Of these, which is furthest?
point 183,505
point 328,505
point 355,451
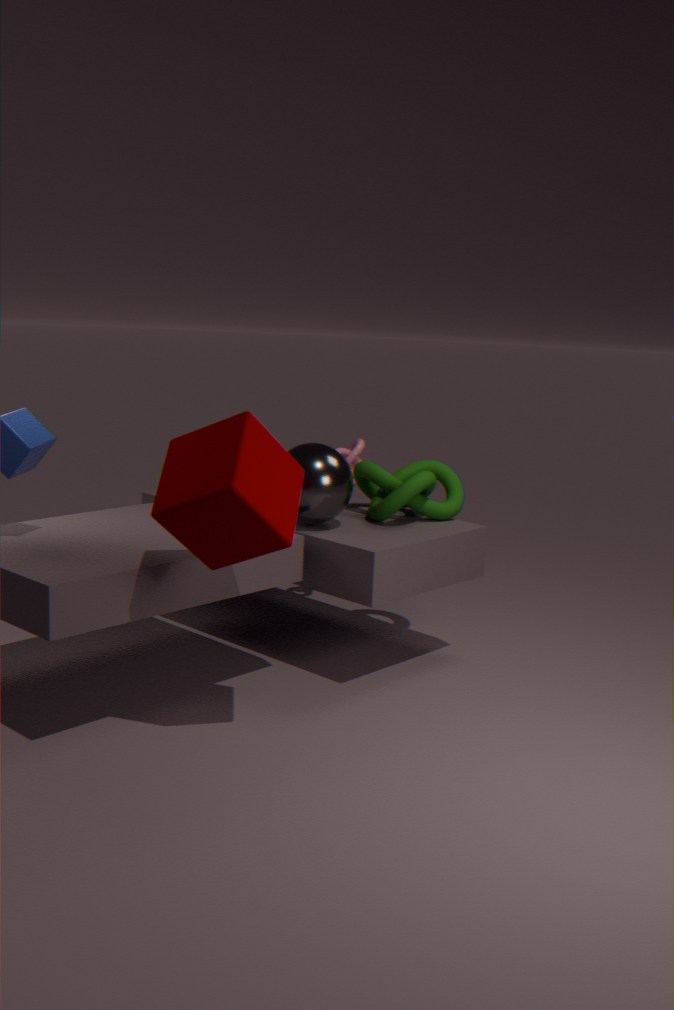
point 355,451
